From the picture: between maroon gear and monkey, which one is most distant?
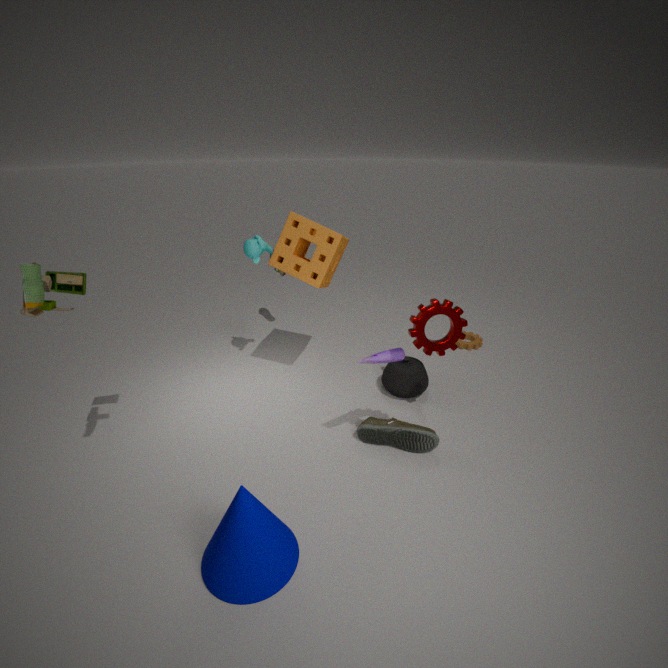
monkey
